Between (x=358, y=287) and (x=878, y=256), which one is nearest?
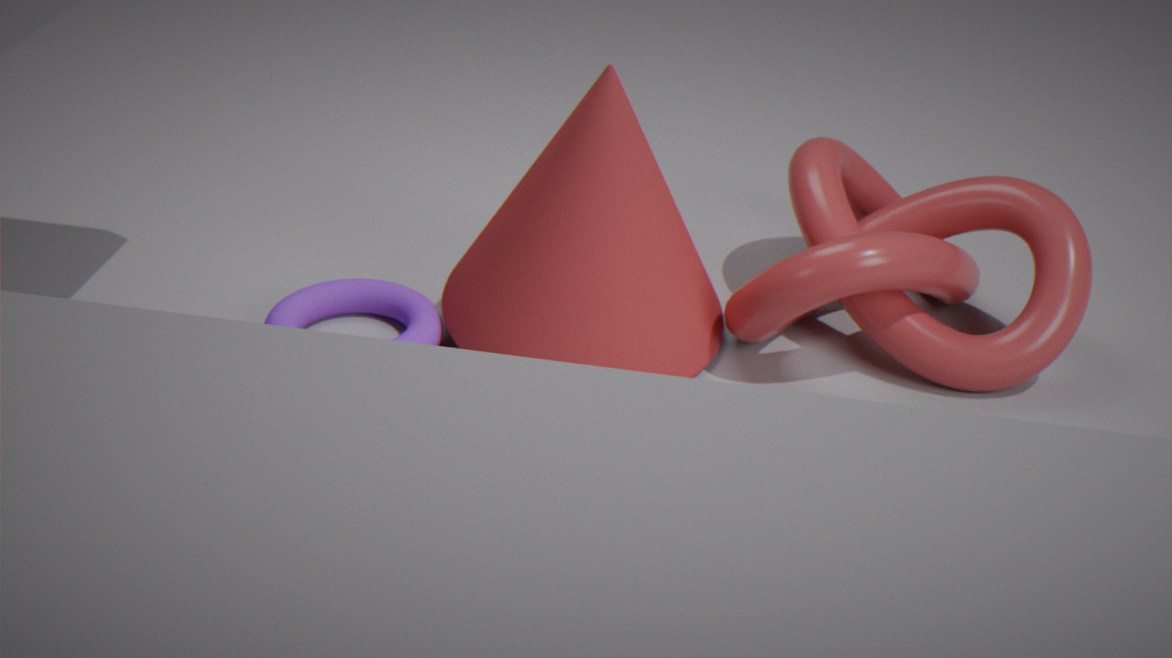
(x=878, y=256)
